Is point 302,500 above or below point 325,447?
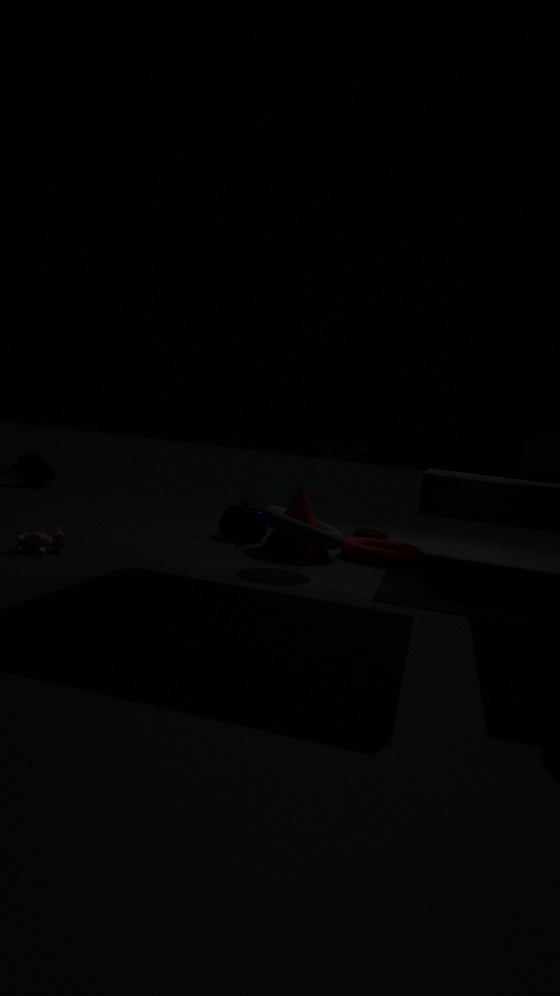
below
